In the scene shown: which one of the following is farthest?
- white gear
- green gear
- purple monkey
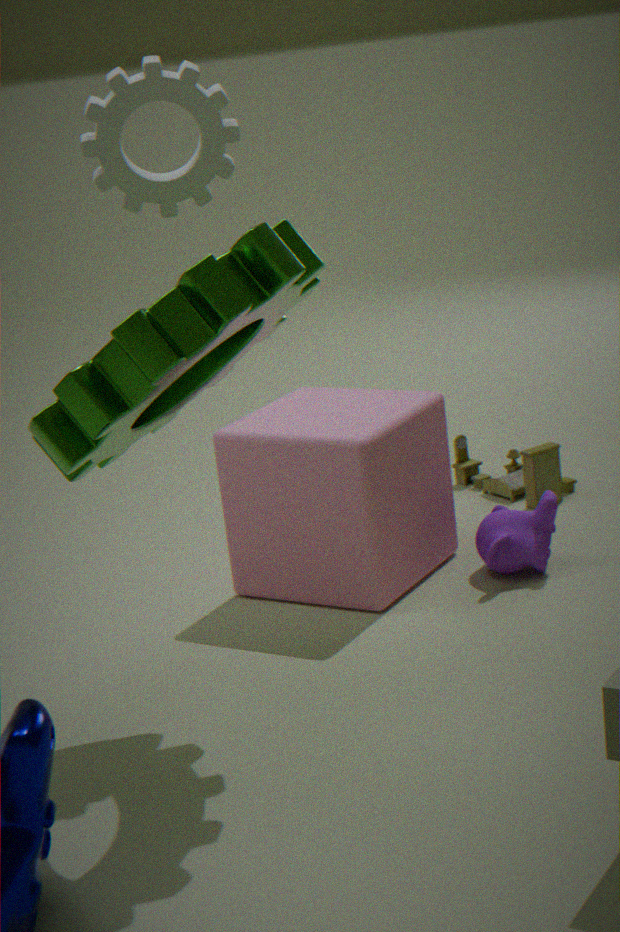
purple monkey
